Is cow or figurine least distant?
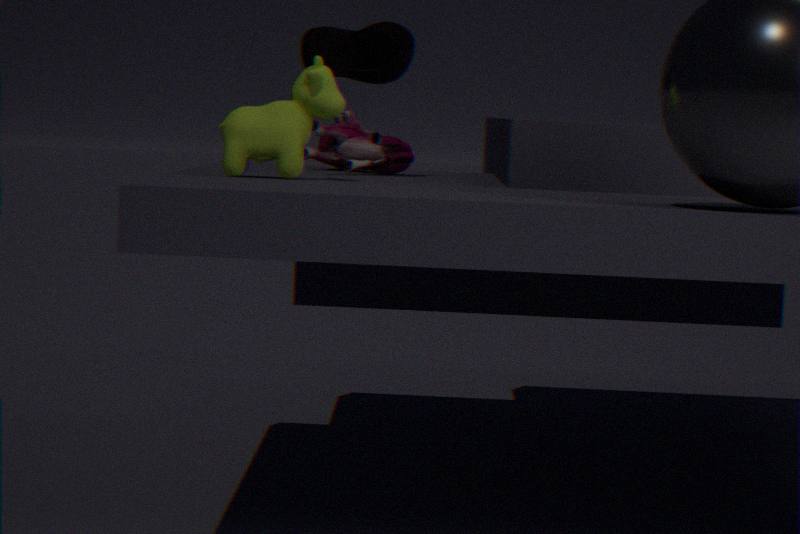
cow
